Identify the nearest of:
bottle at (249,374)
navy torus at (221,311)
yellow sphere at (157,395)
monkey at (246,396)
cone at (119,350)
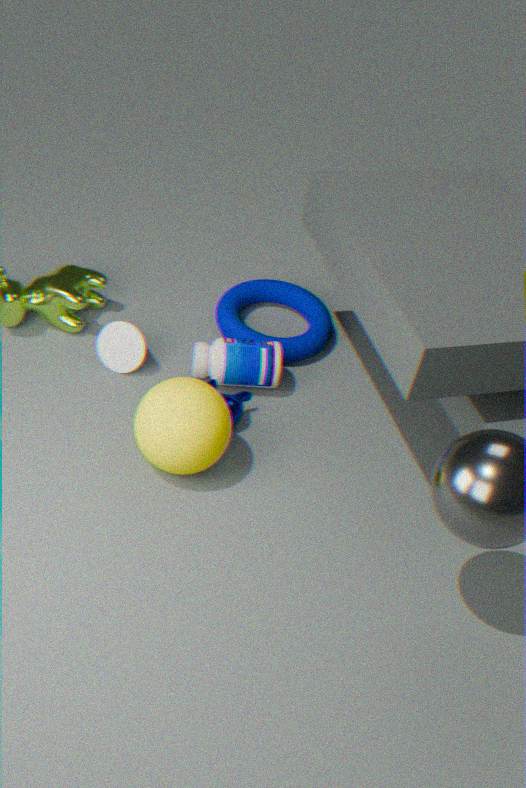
yellow sphere at (157,395)
